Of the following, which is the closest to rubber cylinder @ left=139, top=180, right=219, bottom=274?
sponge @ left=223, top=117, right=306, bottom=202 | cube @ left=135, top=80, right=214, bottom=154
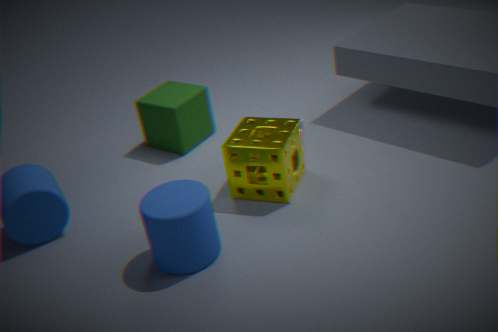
sponge @ left=223, top=117, right=306, bottom=202
